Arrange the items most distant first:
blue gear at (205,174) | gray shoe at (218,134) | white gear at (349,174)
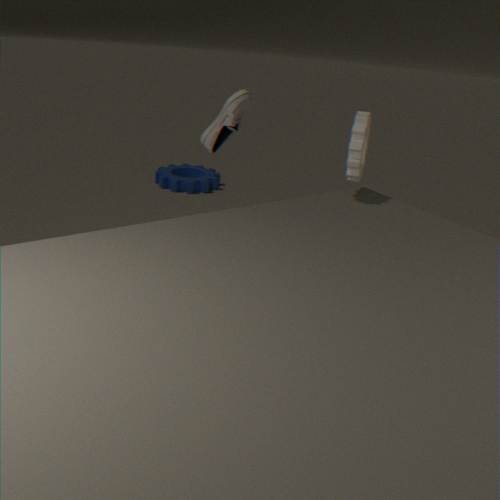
blue gear at (205,174)
gray shoe at (218,134)
white gear at (349,174)
